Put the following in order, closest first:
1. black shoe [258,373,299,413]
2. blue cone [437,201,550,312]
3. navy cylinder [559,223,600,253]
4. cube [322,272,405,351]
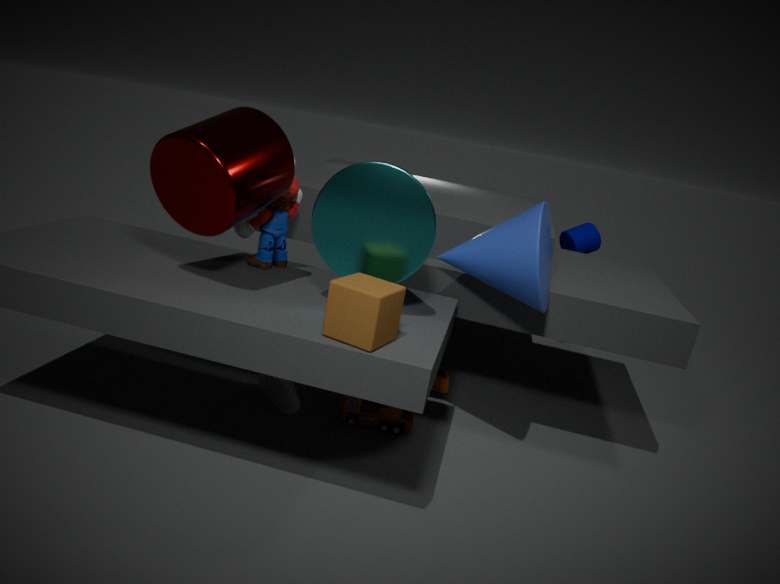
cube [322,272,405,351]
blue cone [437,201,550,312]
black shoe [258,373,299,413]
navy cylinder [559,223,600,253]
